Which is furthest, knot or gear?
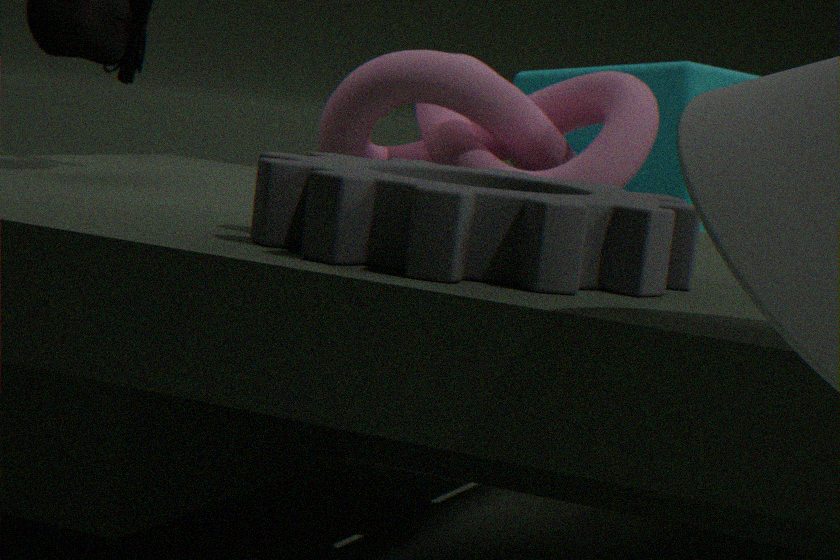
knot
